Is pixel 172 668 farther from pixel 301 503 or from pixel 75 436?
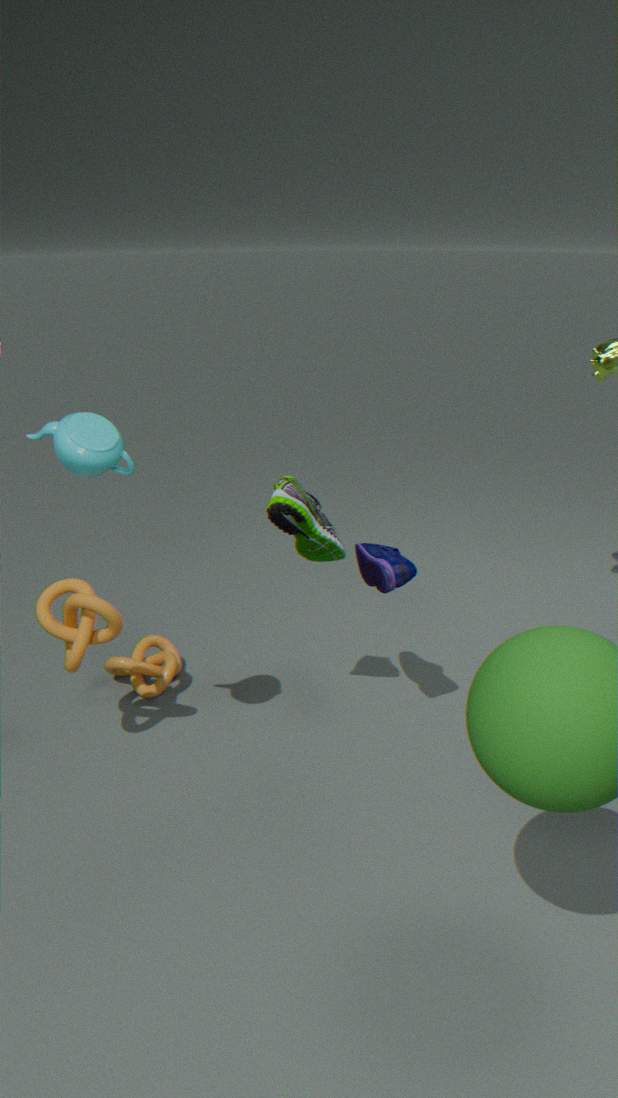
pixel 75 436
